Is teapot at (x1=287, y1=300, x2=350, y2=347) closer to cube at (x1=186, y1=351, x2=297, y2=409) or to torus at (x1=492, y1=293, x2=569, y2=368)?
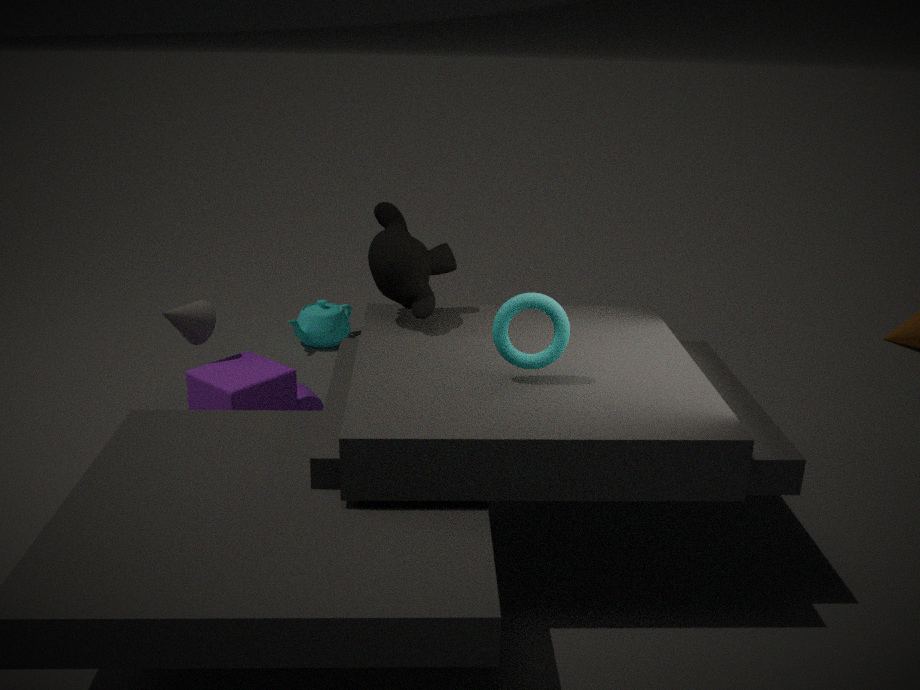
cube at (x1=186, y1=351, x2=297, y2=409)
